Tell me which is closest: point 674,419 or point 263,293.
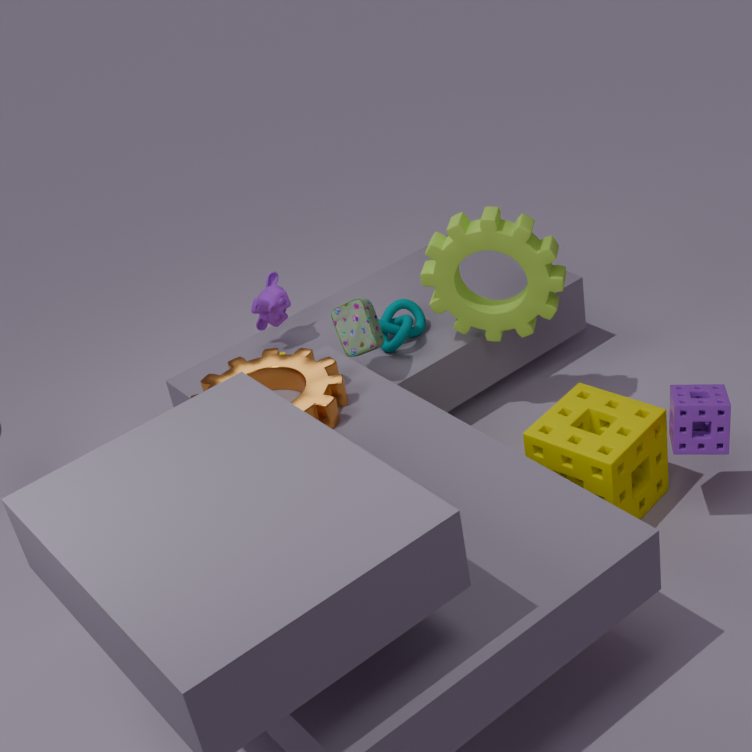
point 674,419
